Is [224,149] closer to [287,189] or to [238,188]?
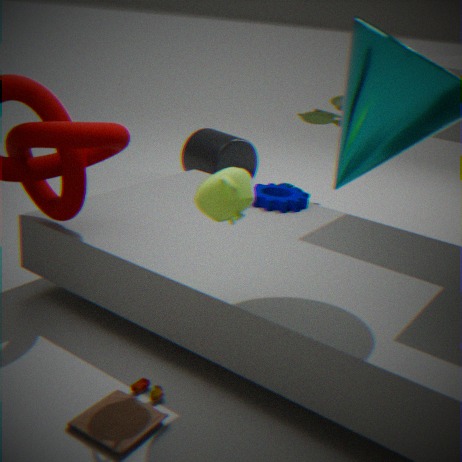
[287,189]
